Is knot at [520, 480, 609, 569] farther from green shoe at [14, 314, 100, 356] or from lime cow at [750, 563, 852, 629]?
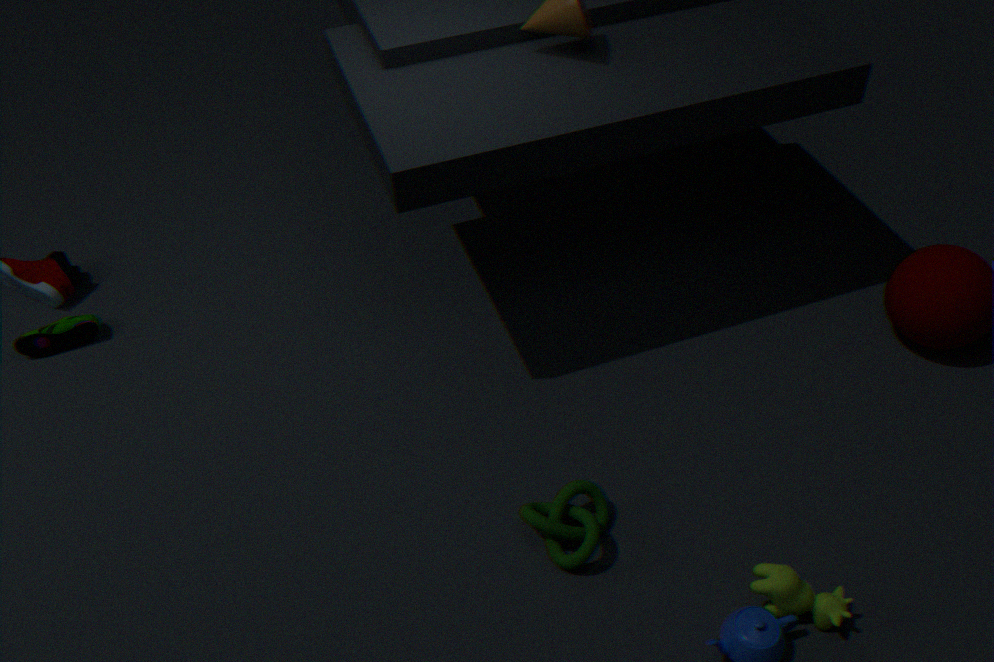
green shoe at [14, 314, 100, 356]
